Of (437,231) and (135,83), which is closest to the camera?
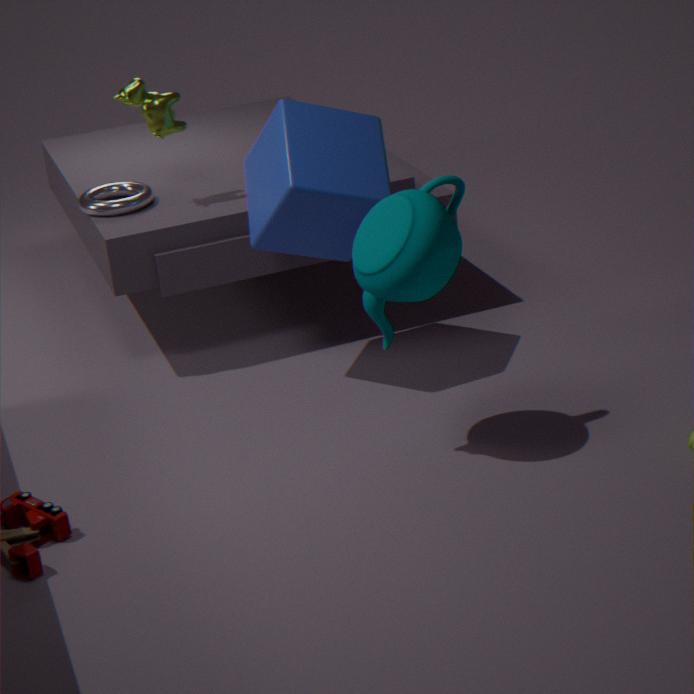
(437,231)
